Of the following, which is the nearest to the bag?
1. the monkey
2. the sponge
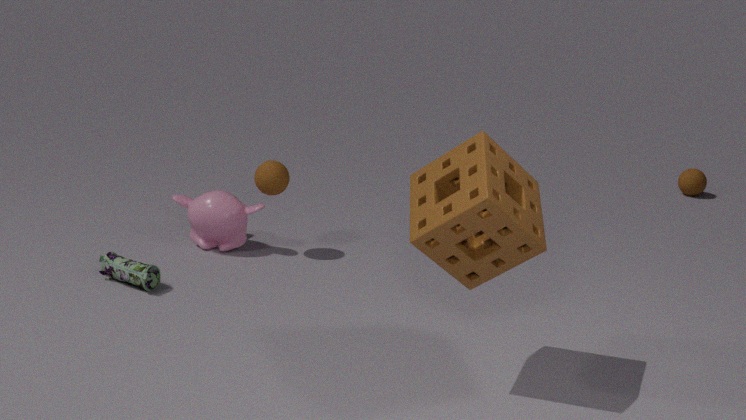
the monkey
